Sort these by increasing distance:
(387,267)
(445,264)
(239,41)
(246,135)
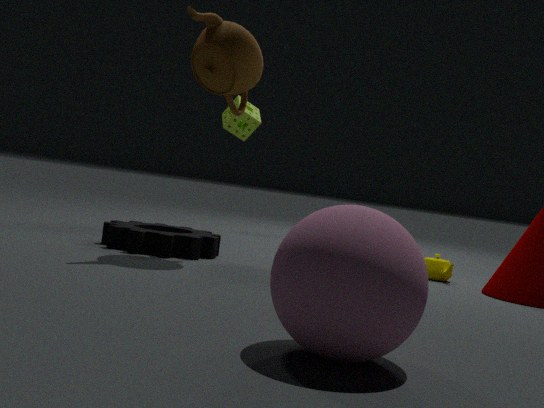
1. (387,267)
2. (239,41)
3. (445,264)
4. (246,135)
